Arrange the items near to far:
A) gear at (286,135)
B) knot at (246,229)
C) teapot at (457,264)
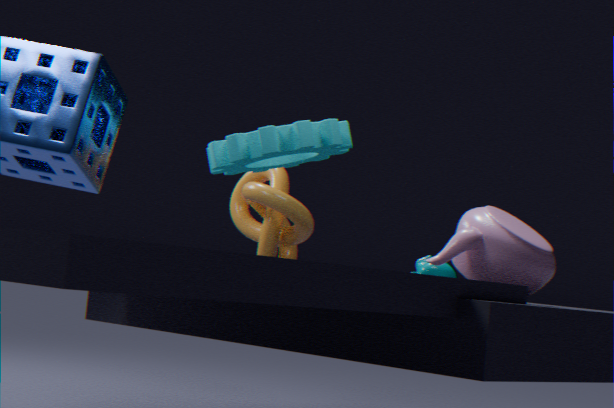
teapot at (457,264), gear at (286,135), knot at (246,229)
